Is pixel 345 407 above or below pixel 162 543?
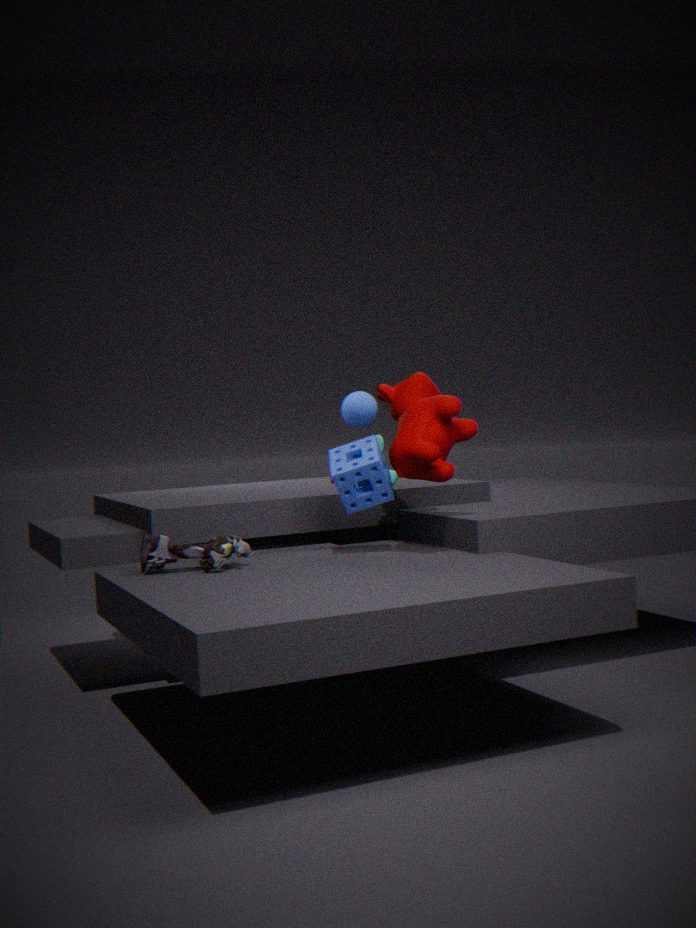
above
